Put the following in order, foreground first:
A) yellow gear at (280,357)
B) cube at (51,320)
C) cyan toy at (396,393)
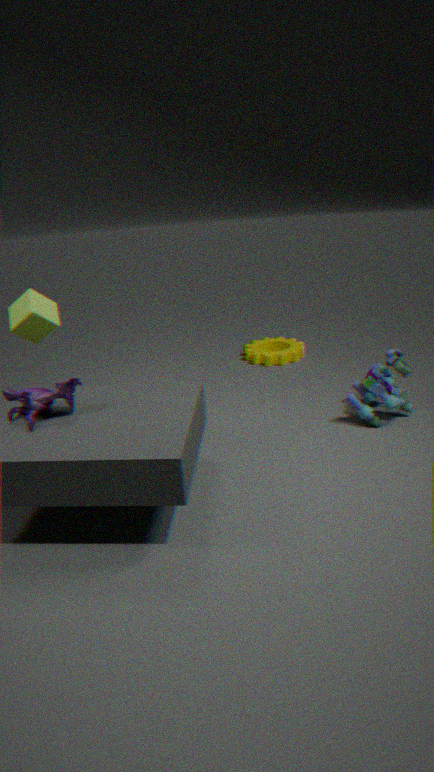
cube at (51,320) < cyan toy at (396,393) < yellow gear at (280,357)
